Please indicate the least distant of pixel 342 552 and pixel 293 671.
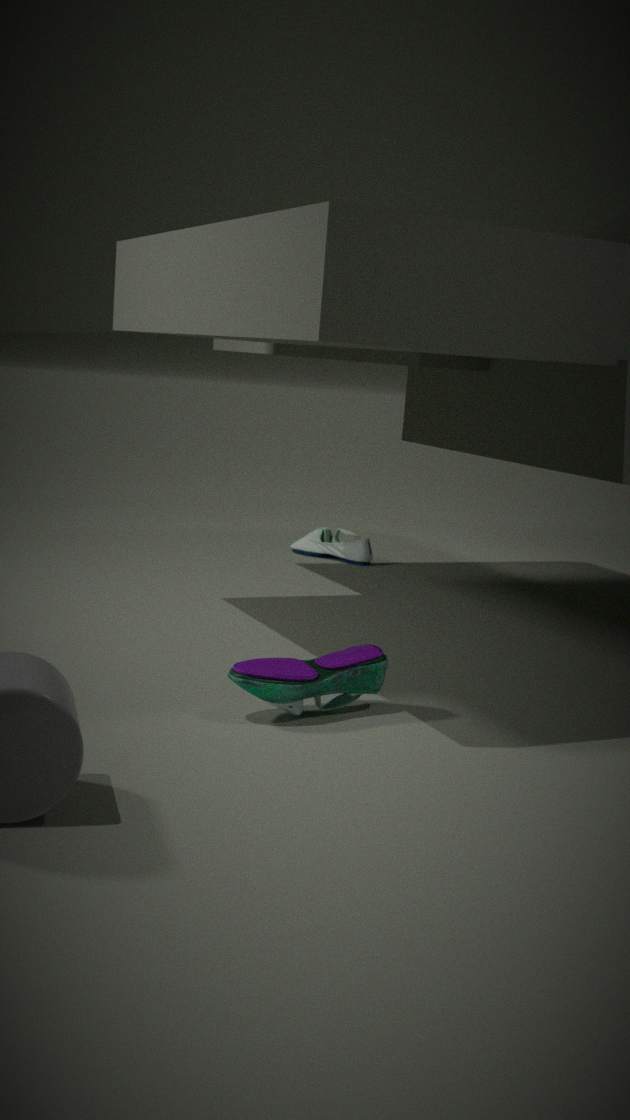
pixel 293 671
